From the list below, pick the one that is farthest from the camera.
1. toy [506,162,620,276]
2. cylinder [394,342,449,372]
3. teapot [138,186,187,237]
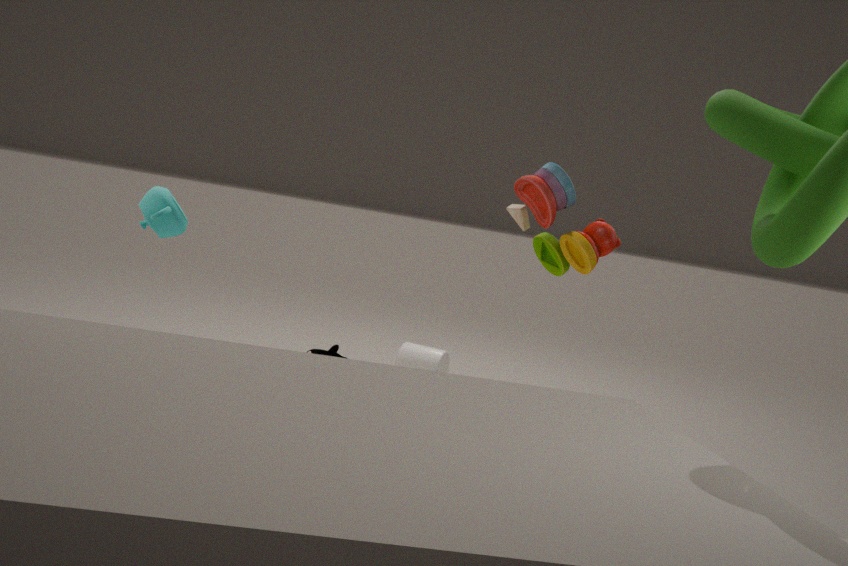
cylinder [394,342,449,372]
